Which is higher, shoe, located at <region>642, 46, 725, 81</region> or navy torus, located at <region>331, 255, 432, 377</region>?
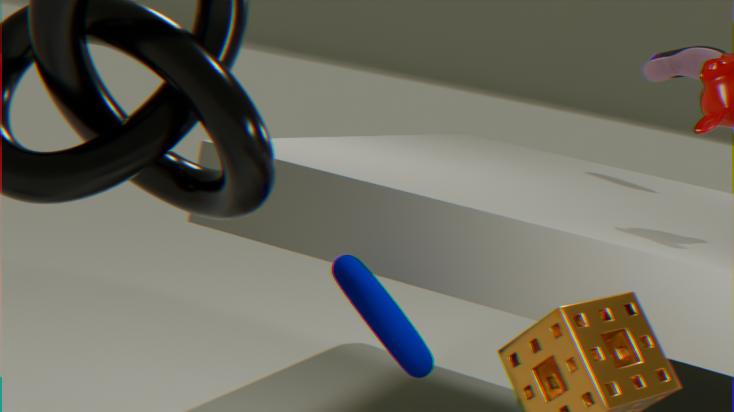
shoe, located at <region>642, 46, 725, 81</region>
